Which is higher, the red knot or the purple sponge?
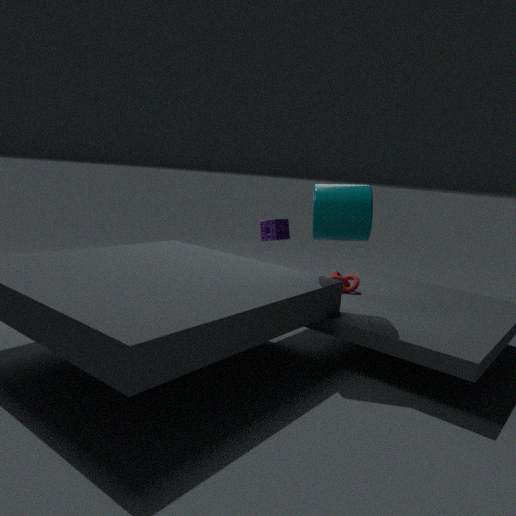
the purple sponge
